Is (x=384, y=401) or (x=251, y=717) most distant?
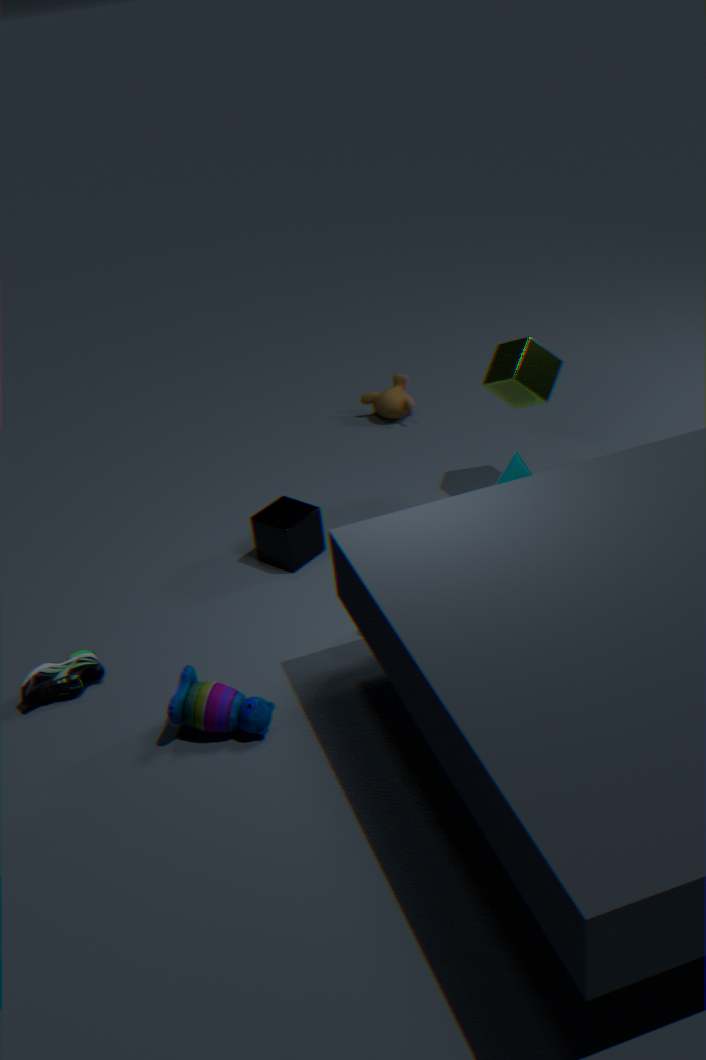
(x=384, y=401)
